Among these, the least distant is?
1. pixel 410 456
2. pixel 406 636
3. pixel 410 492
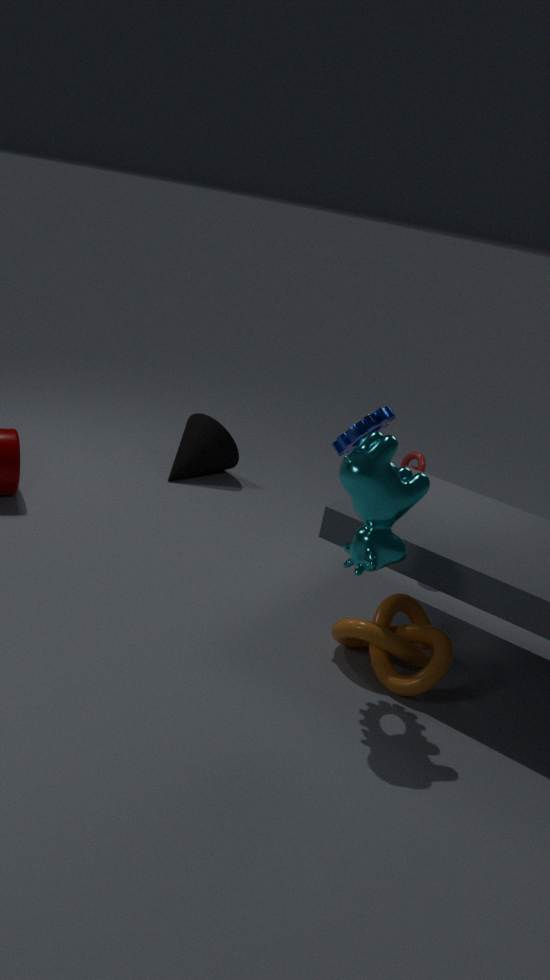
pixel 410 492
